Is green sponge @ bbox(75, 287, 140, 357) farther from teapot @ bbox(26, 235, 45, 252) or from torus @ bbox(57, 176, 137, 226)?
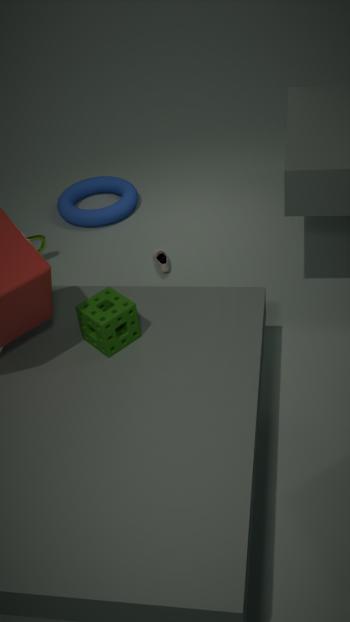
torus @ bbox(57, 176, 137, 226)
